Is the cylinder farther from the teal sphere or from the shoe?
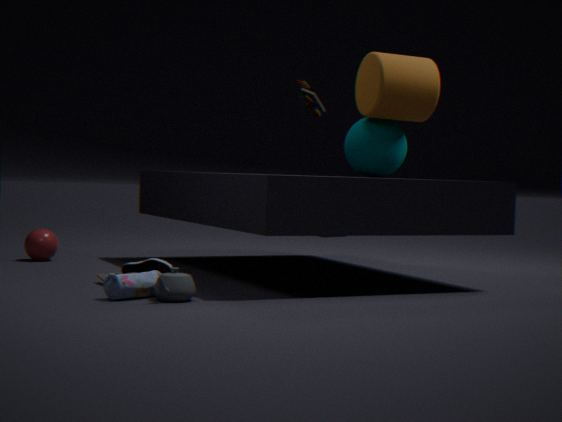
the shoe
